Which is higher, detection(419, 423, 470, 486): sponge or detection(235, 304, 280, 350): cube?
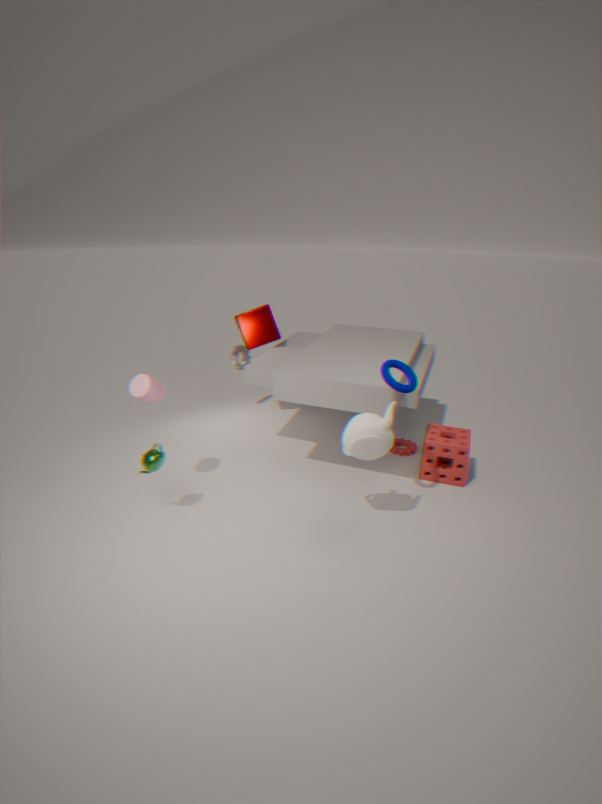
detection(235, 304, 280, 350): cube
